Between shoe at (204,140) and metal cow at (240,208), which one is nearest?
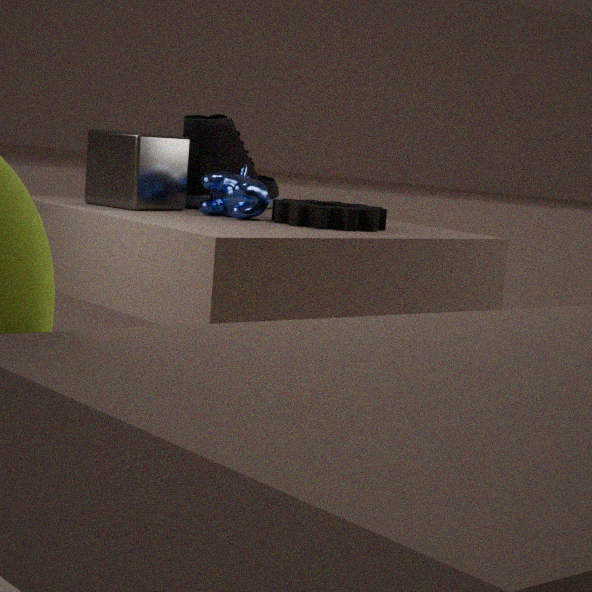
metal cow at (240,208)
